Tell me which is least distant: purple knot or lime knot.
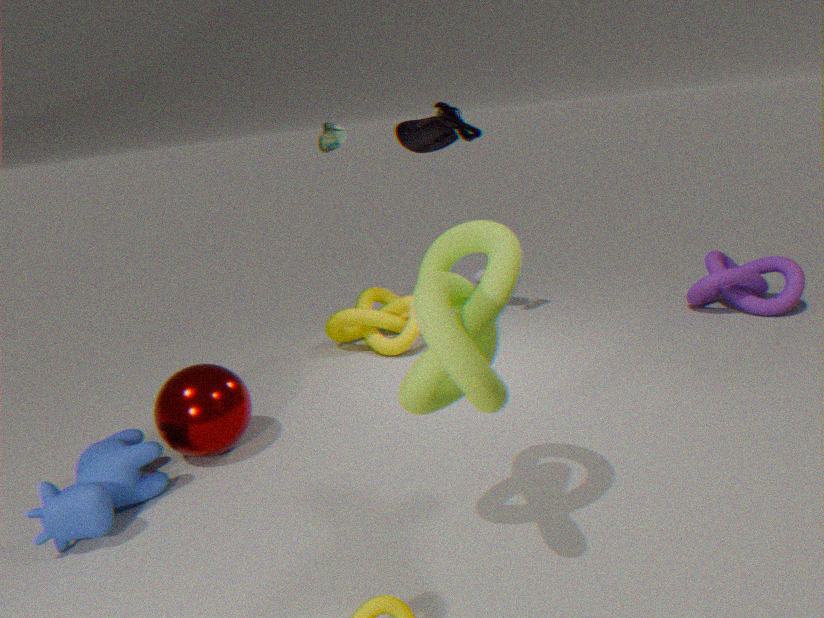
lime knot
